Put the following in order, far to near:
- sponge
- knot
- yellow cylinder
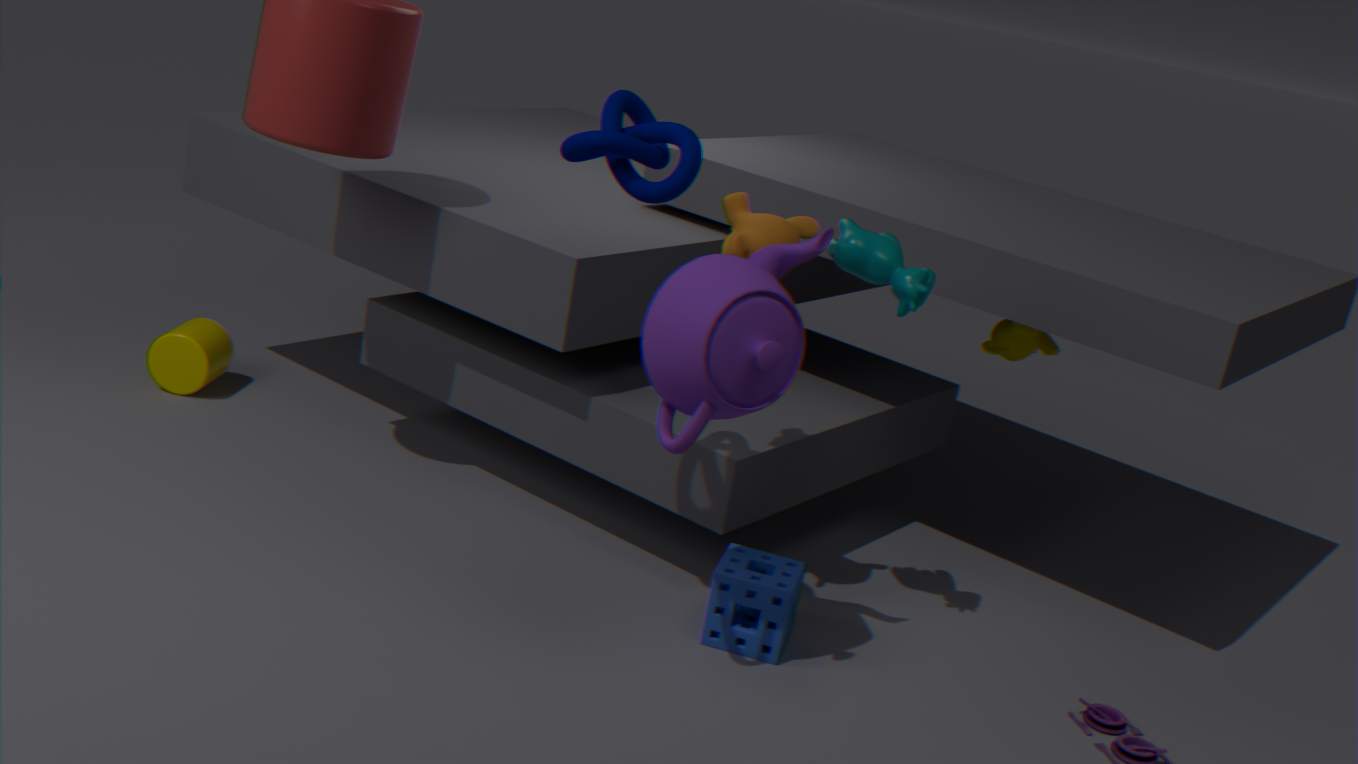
yellow cylinder < sponge < knot
